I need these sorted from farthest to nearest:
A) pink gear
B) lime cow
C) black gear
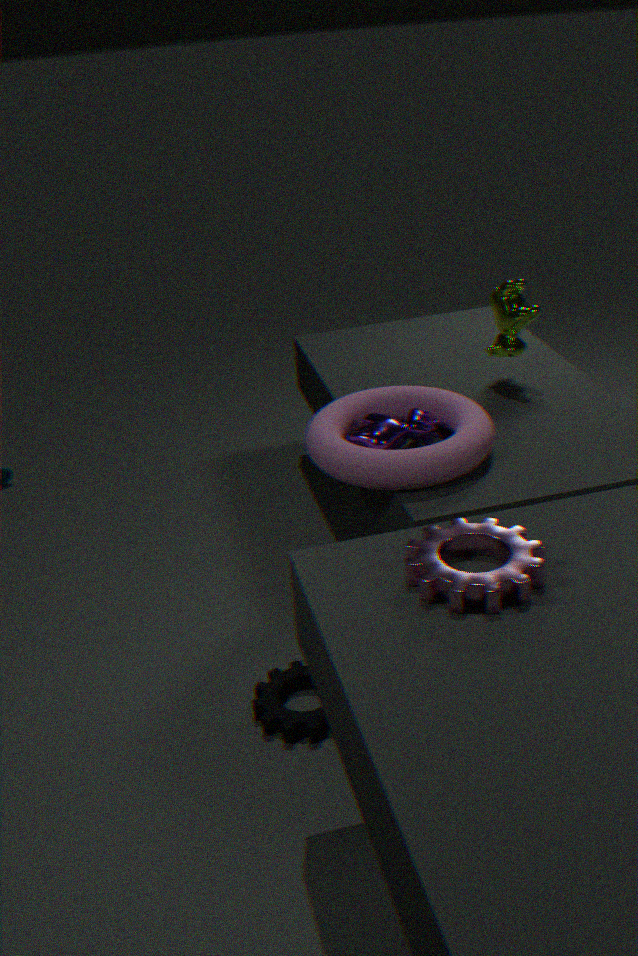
lime cow
black gear
pink gear
